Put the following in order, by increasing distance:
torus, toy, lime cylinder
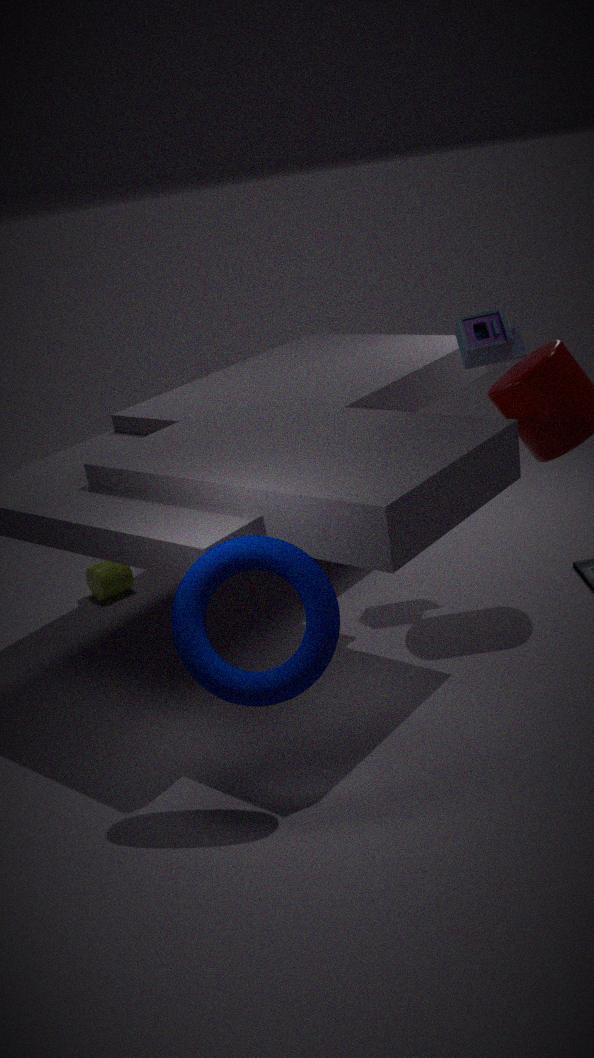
torus
toy
lime cylinder
